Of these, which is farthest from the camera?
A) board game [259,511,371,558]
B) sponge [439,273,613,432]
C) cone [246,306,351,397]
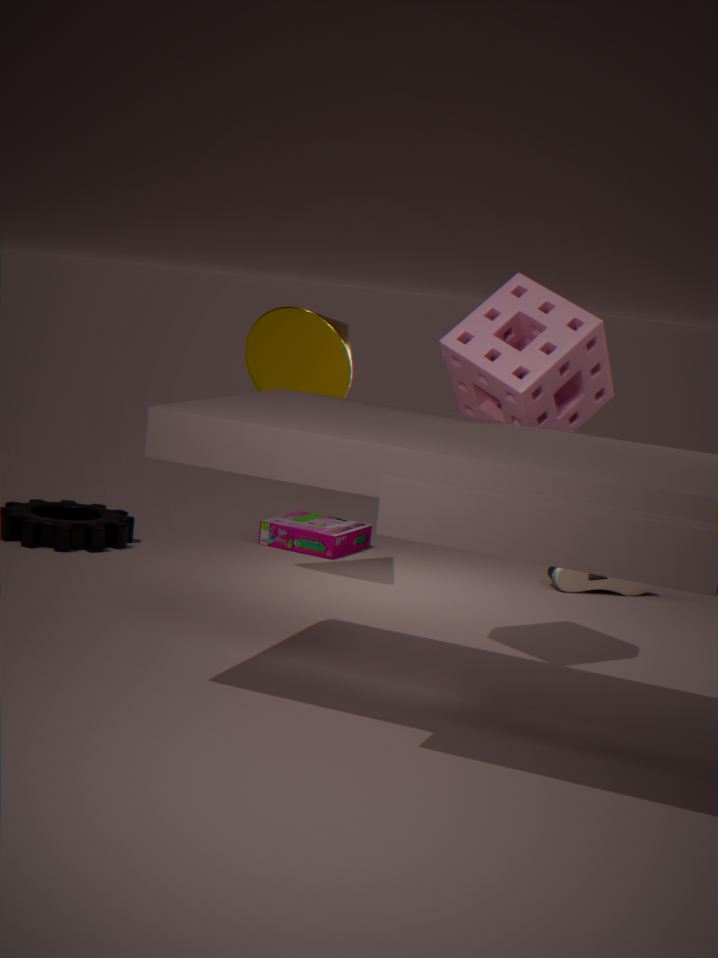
board game [259,511,371,558]
